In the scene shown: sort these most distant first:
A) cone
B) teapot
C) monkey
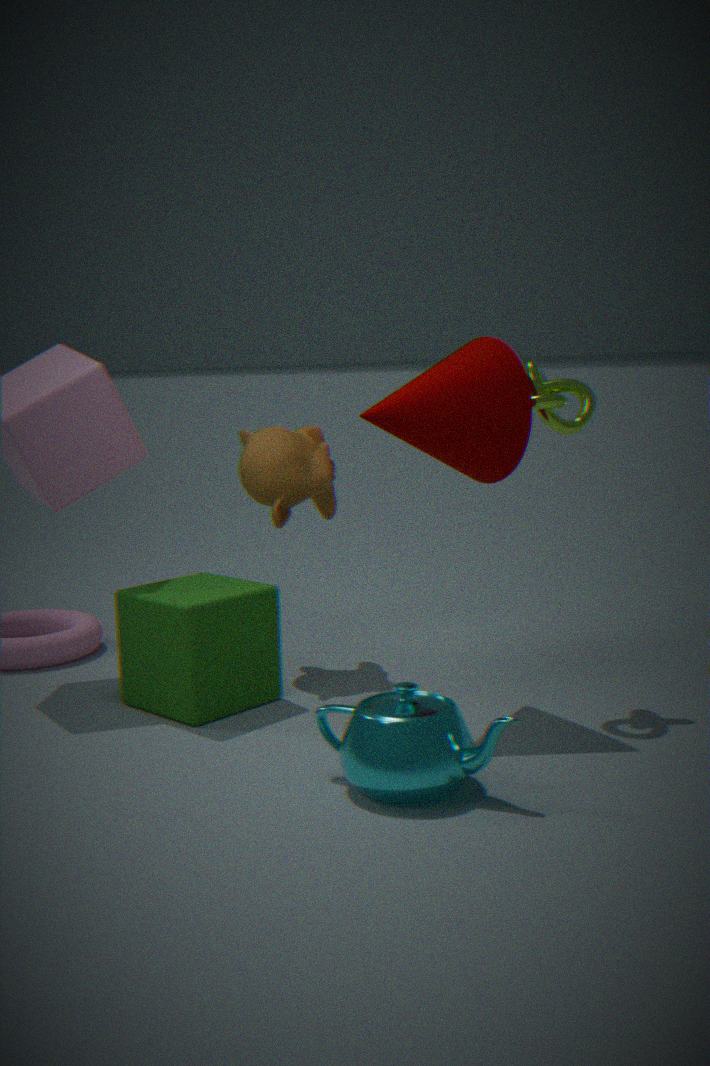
monkey, cone, teapot
